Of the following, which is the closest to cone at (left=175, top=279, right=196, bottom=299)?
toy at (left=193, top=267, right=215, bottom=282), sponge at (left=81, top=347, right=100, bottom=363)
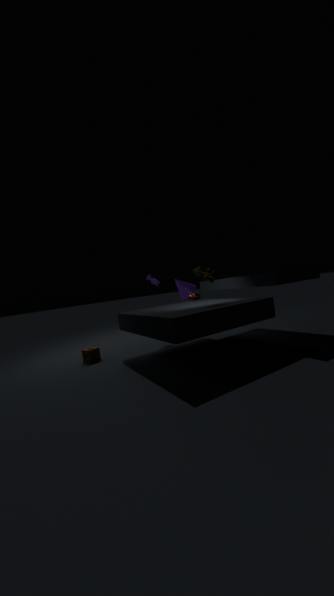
toy at (left=193, top=267, right=215, bottom=282)
